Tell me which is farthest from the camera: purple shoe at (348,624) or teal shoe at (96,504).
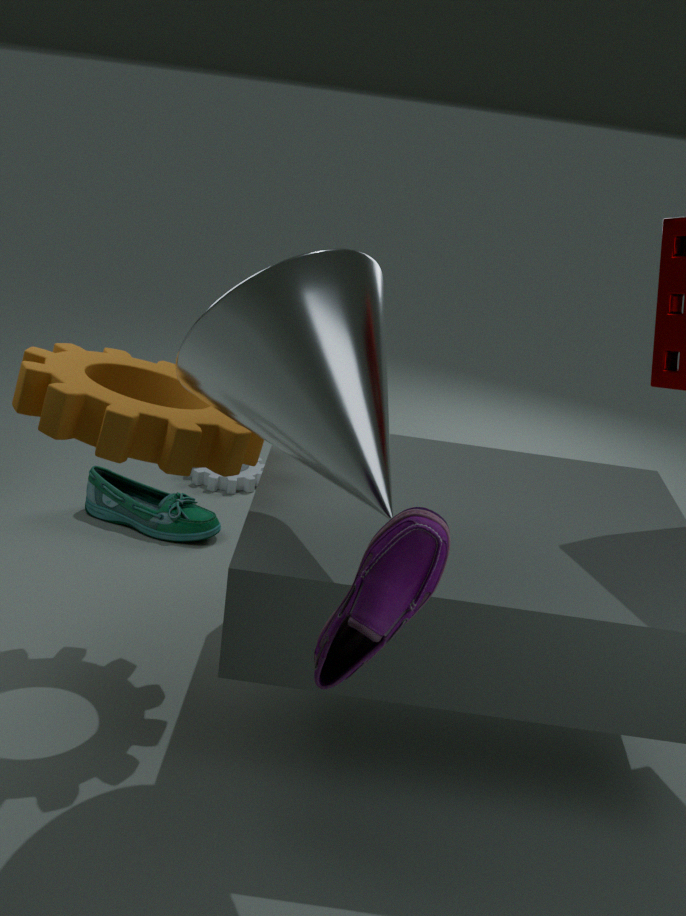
teal shoe at (96,504)
